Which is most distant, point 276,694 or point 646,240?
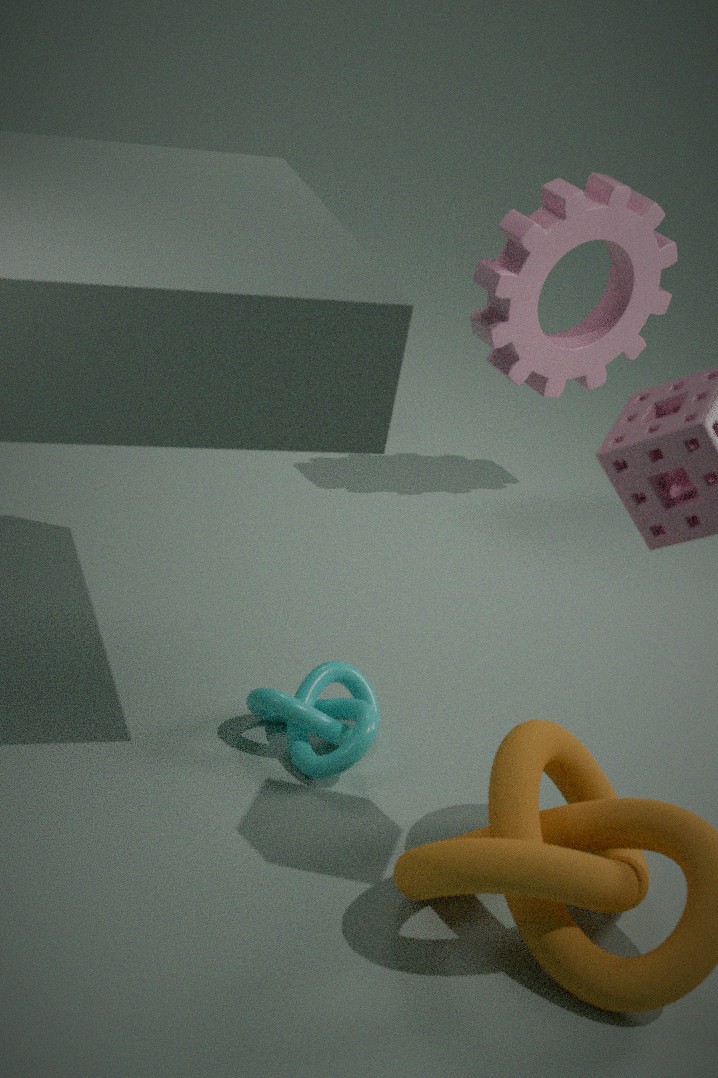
point 646,240
